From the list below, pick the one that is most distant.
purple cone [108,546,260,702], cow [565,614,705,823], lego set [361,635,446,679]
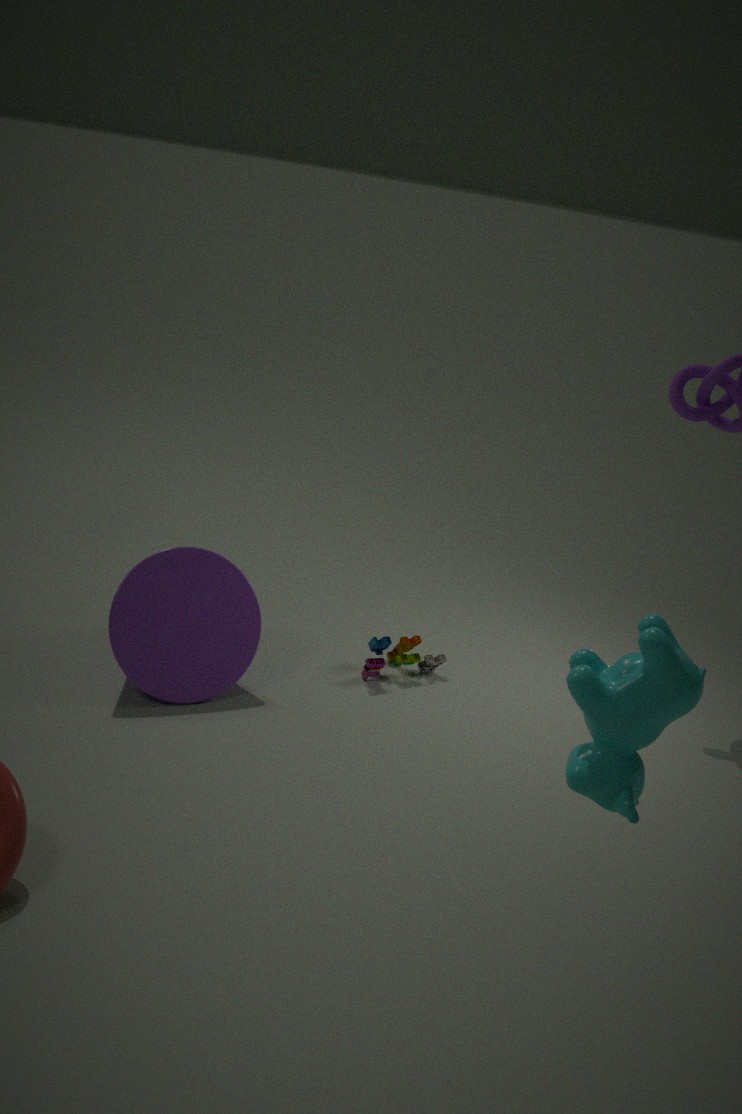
lego set [361,635,446,679]
